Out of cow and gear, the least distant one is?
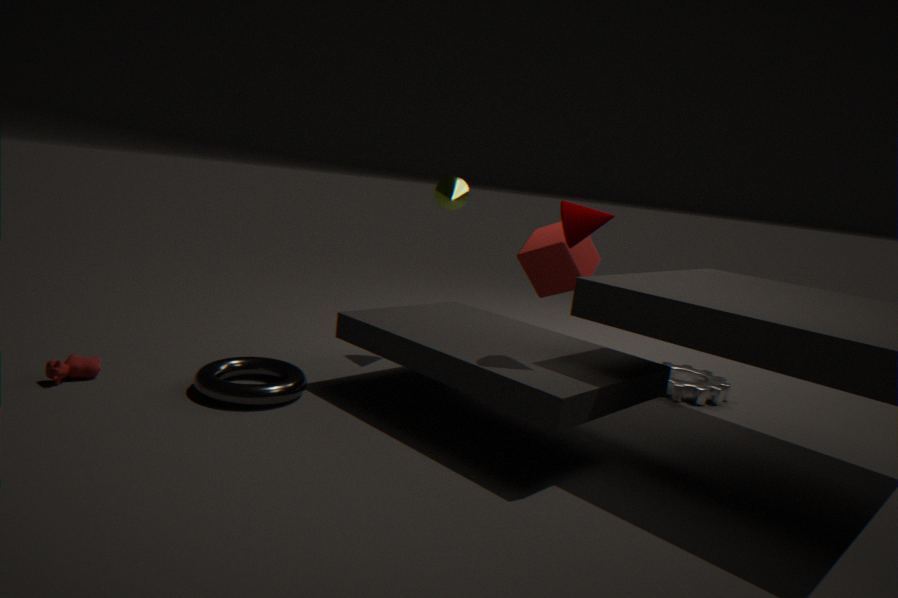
cow
